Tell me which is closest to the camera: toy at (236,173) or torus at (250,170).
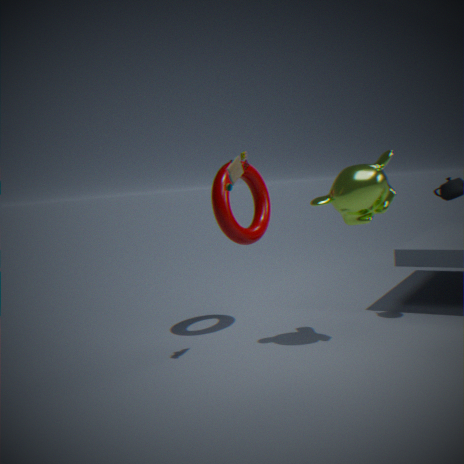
toy at (236,173)
